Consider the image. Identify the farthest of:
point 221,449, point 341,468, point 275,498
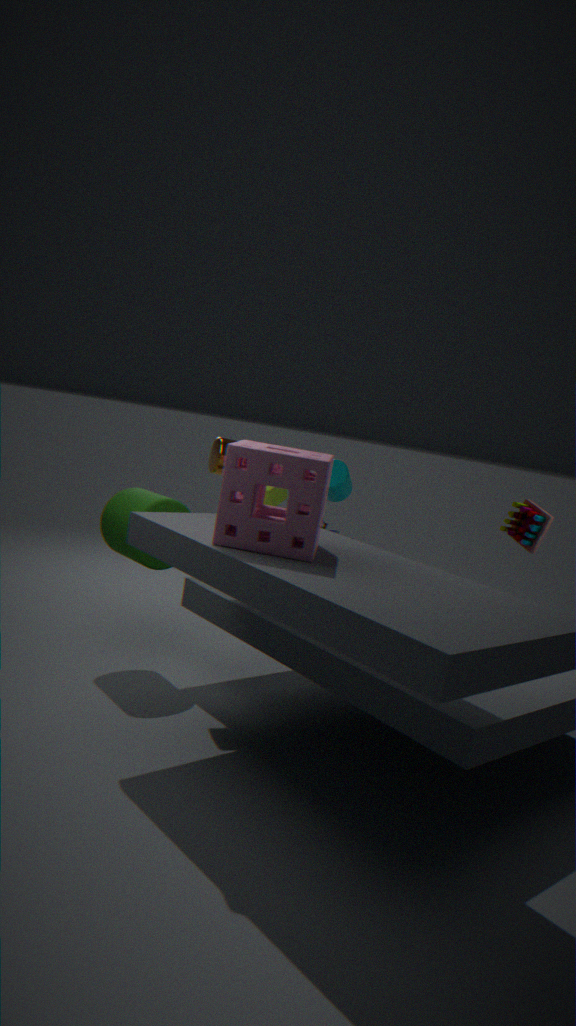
point 275,498
